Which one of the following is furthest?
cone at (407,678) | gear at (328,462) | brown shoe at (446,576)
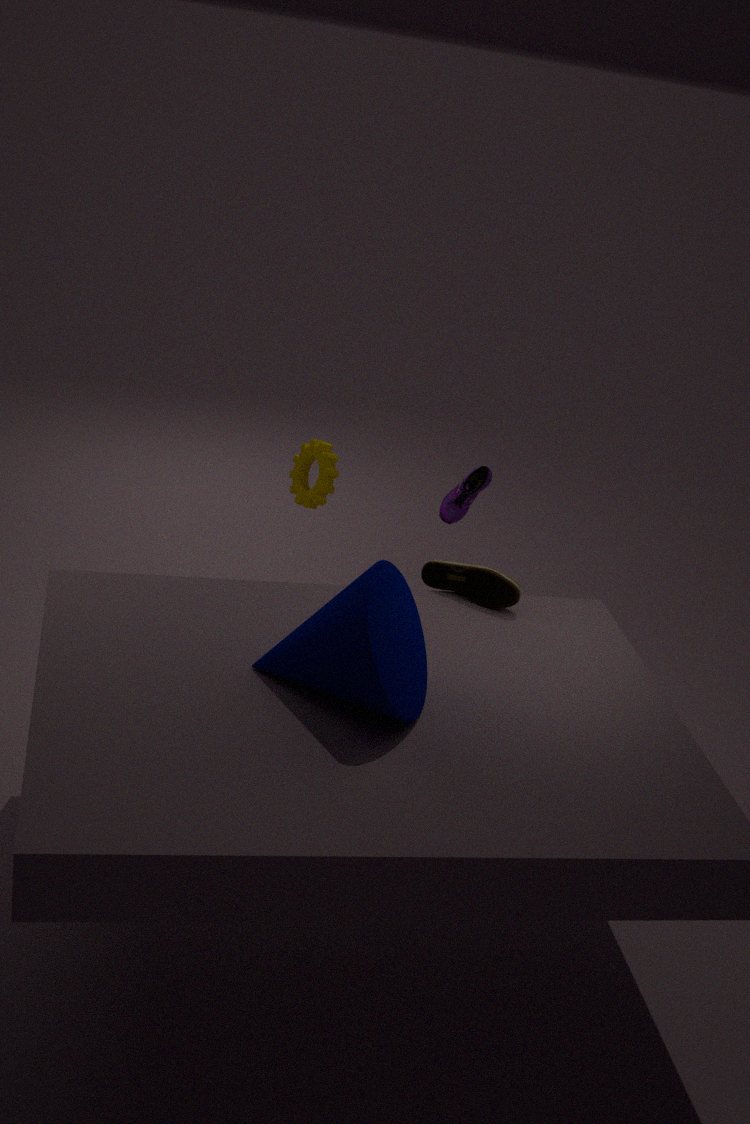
gear at (328,462)
